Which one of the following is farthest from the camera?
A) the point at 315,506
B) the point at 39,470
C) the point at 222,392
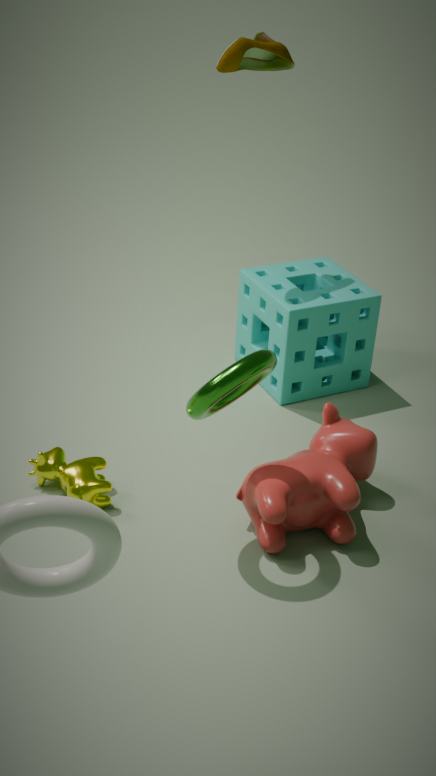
the point at 39,470
